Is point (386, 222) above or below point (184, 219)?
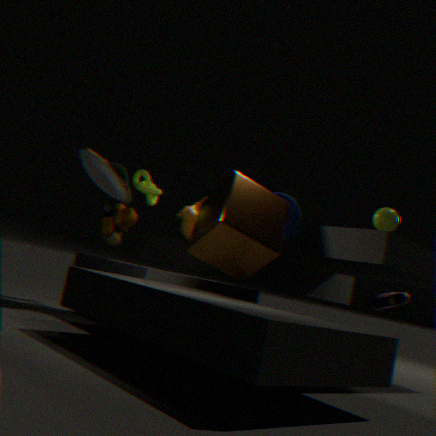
above
